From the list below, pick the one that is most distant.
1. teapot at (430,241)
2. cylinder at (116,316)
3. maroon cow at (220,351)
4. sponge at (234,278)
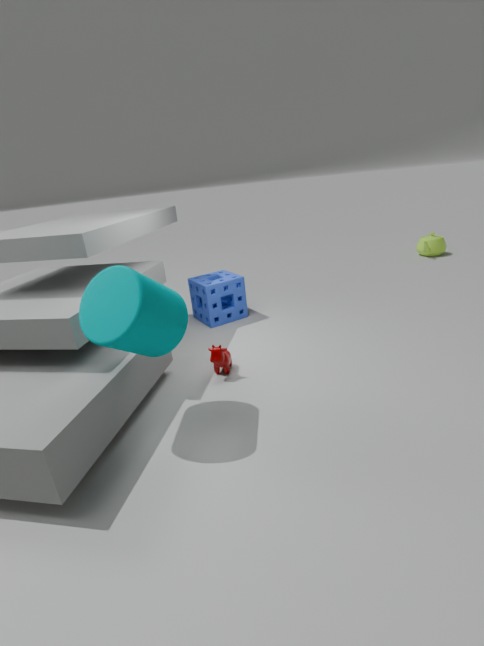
teapot at (430,241)
